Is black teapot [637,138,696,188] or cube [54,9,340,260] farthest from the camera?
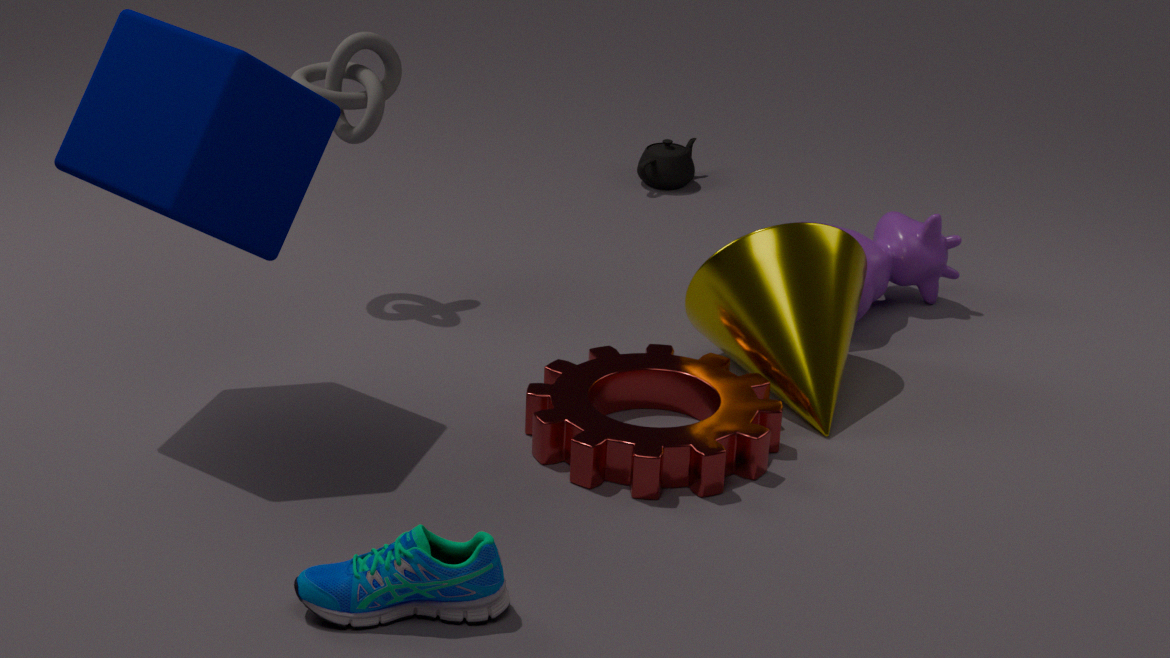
black teapot [637,138,696,188]
